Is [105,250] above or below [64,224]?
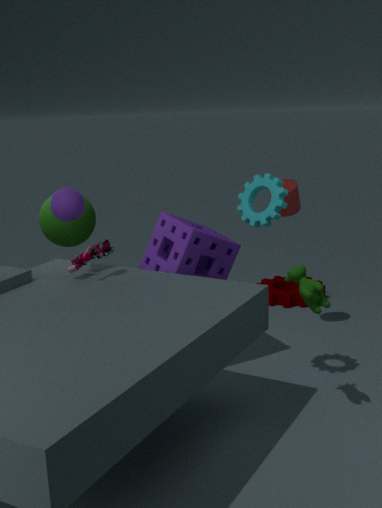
below
